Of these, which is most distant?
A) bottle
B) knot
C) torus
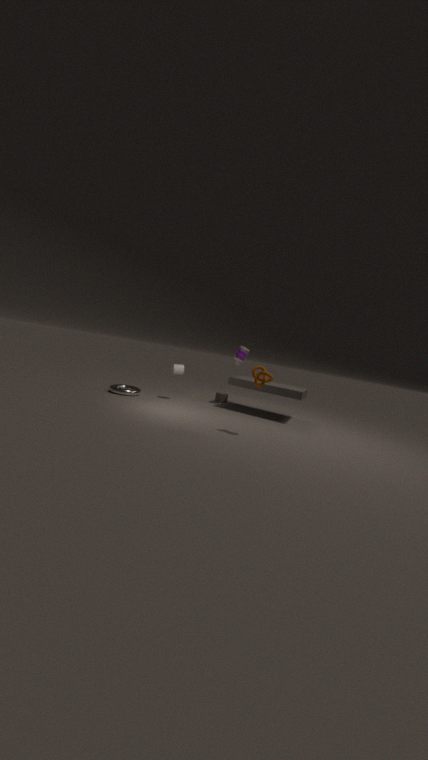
bottle
